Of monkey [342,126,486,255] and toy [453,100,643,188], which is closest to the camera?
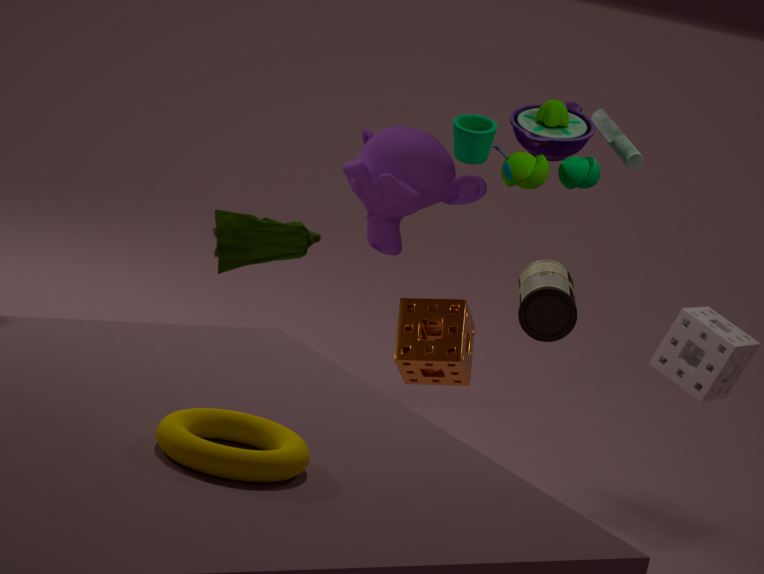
toy [453,100,643,188]
